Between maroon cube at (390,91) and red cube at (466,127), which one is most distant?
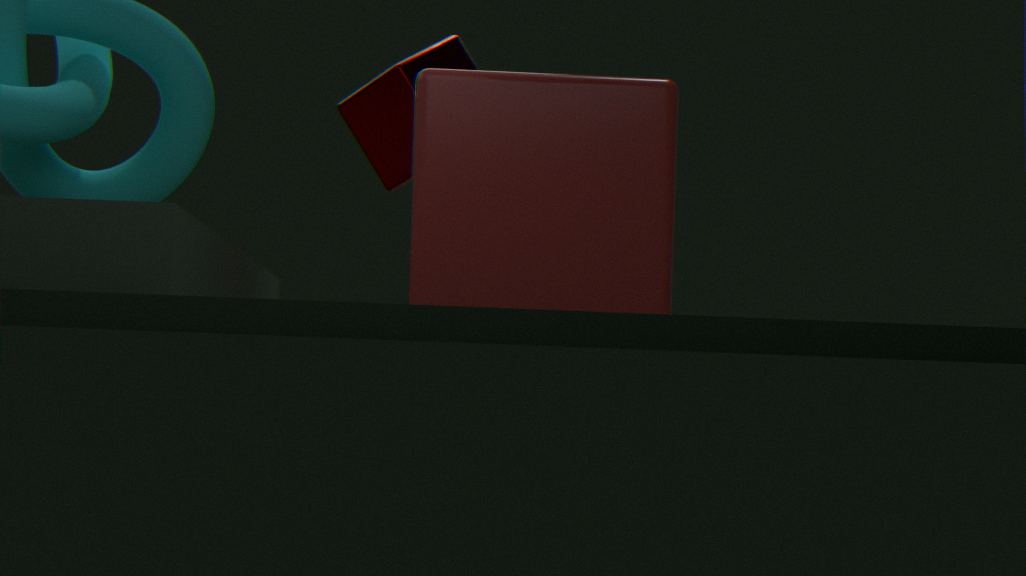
maroon cube at (390,91)
